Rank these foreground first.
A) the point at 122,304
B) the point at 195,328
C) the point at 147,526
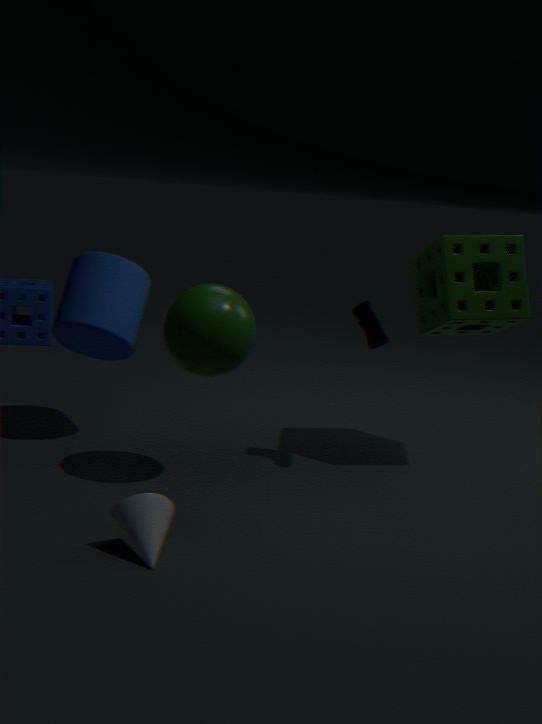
the point at 147,526, the point at 195,328, the point at 122,304
